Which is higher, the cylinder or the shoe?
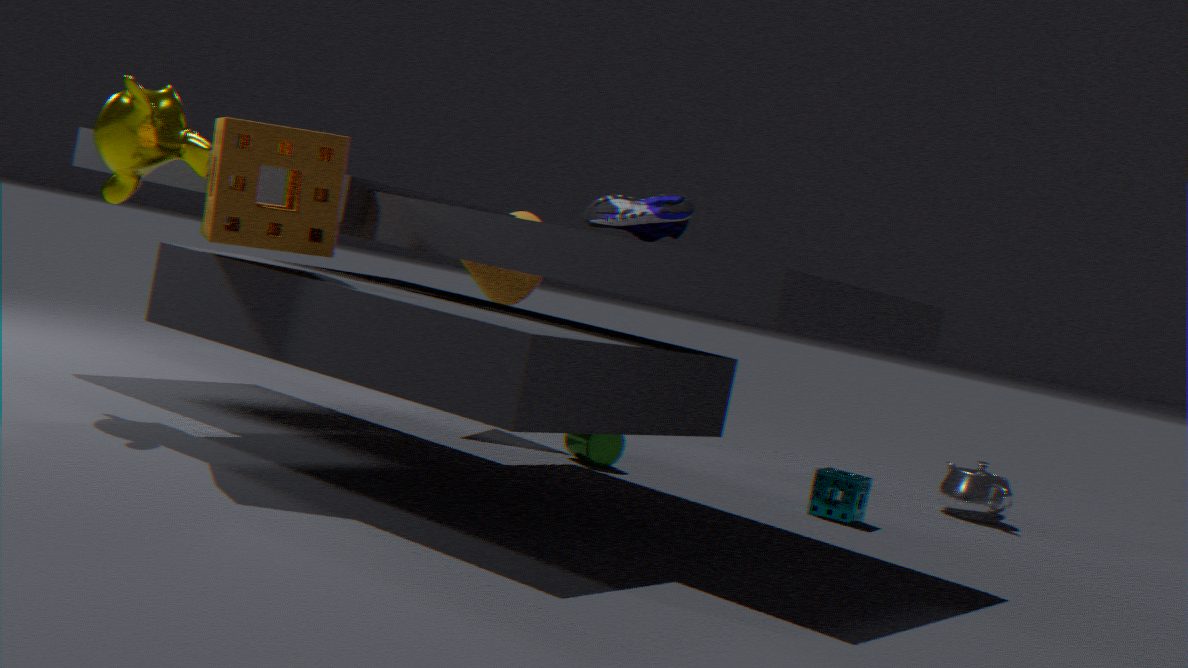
the shoe
